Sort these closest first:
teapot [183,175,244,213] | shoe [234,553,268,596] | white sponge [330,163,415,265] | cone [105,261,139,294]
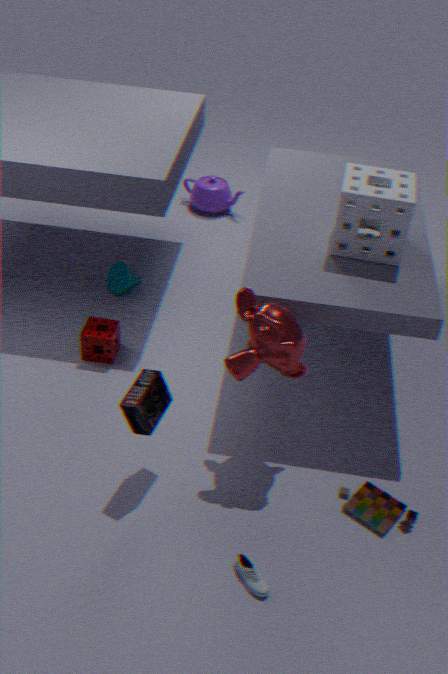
shoe [234,553,268,596], white sponge [330,163,415,265], cone [105,261,139,294], teapot [183,175,244,213]
